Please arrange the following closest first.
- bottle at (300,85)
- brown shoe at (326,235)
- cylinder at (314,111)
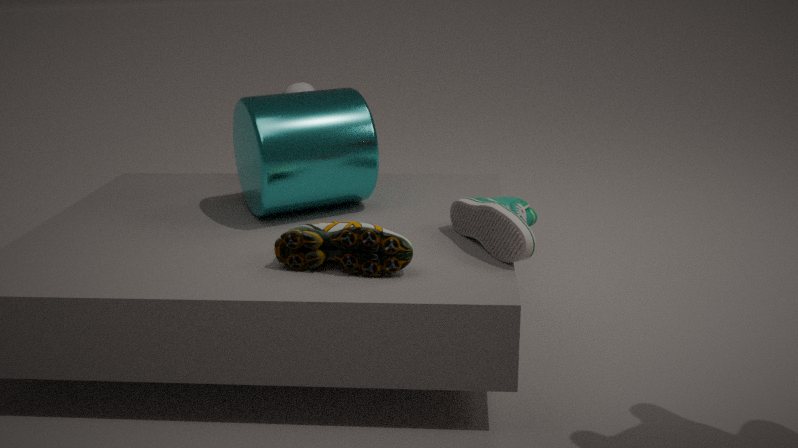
brown shoe at (326,235), cylinder at (314,111), bottle at (300,85)
